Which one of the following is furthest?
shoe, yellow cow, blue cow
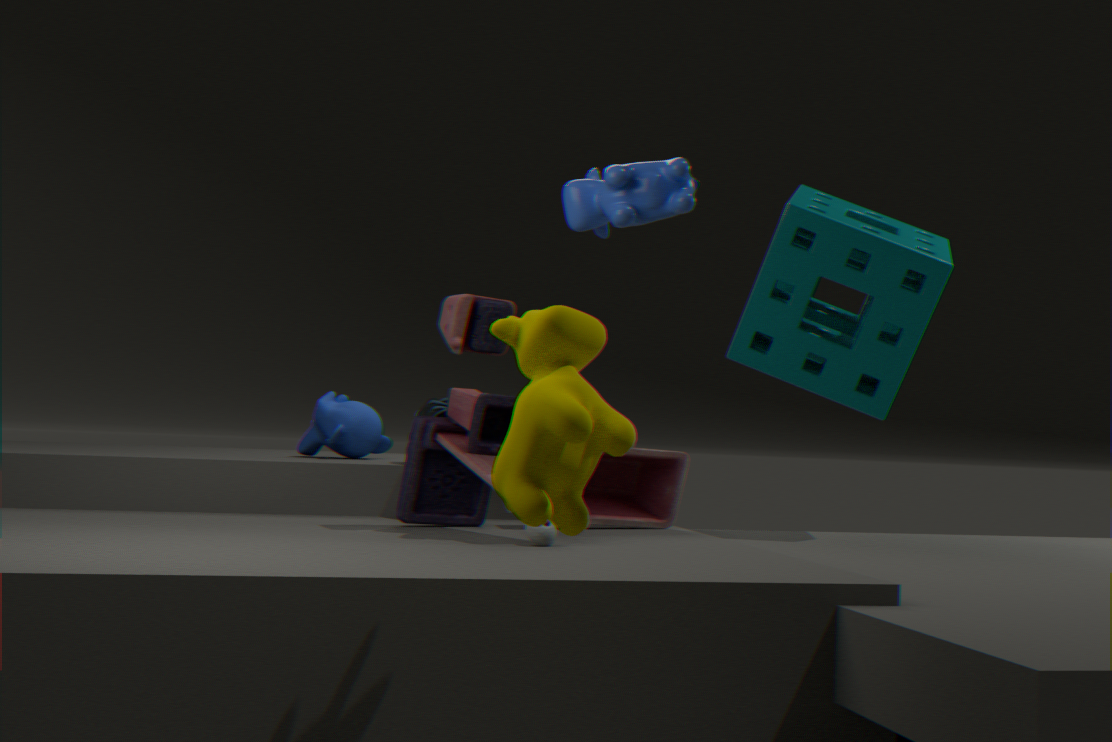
shoe
